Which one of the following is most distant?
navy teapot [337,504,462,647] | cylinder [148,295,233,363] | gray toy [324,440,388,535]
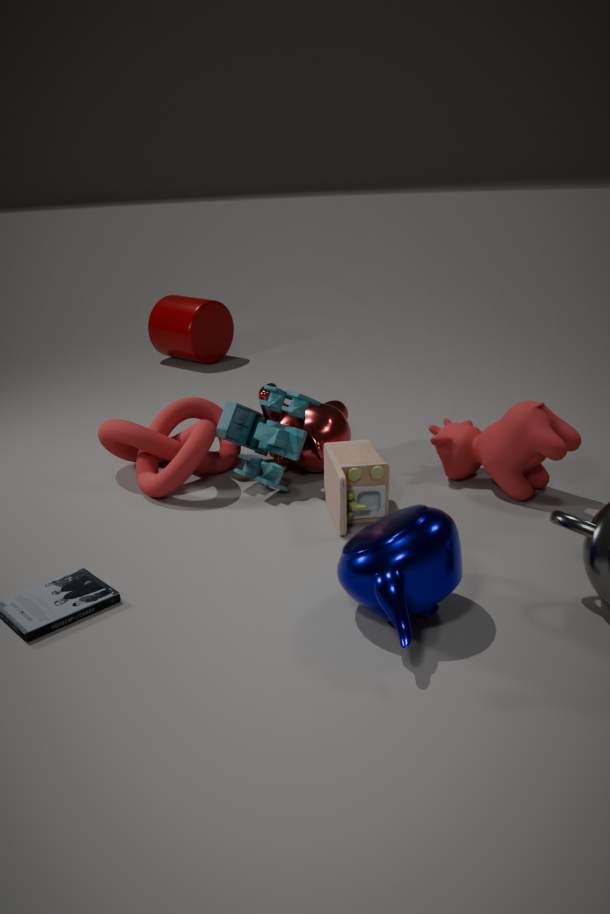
cylinder [148,295,233,363]
